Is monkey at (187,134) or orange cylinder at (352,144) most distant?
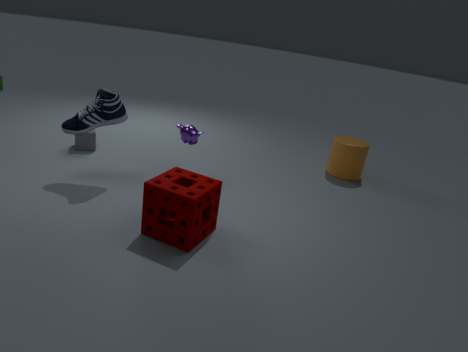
orange cylinder at (352,144)
